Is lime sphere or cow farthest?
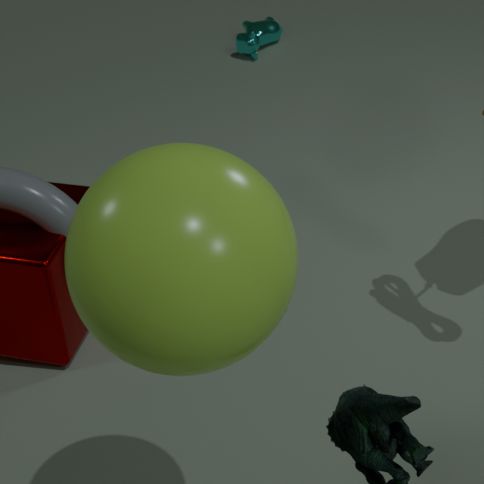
cow
